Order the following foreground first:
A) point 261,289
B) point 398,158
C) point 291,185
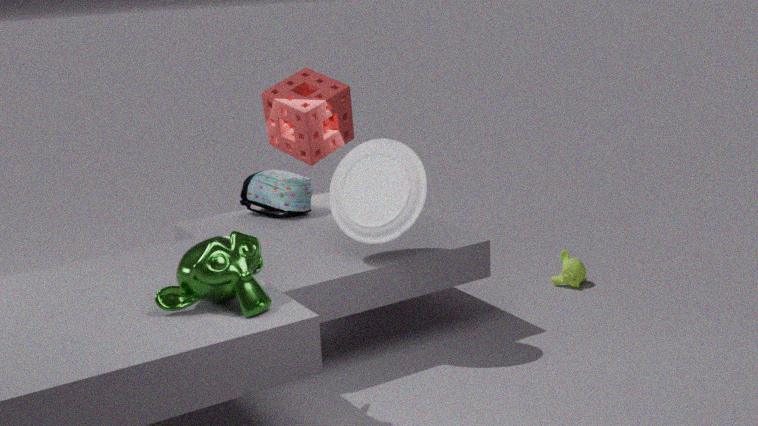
point 261,289 < point 398,158 < point 291,185
